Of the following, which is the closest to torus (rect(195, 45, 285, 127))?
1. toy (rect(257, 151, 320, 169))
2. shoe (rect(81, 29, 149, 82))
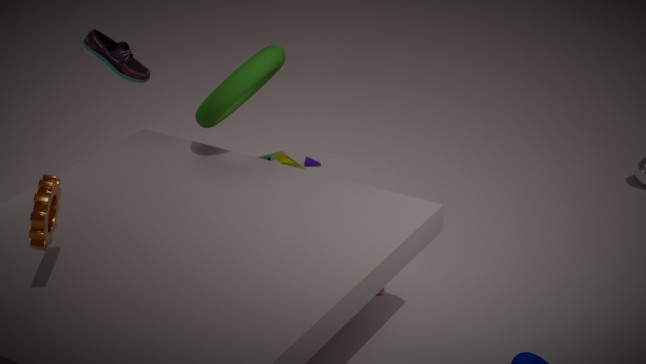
shoe (rect(81, 29, 149, 82))
